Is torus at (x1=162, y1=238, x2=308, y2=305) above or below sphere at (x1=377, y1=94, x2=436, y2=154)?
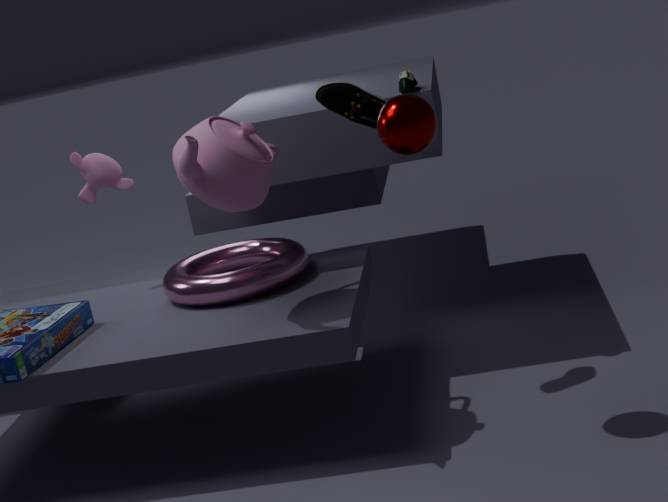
→ below
